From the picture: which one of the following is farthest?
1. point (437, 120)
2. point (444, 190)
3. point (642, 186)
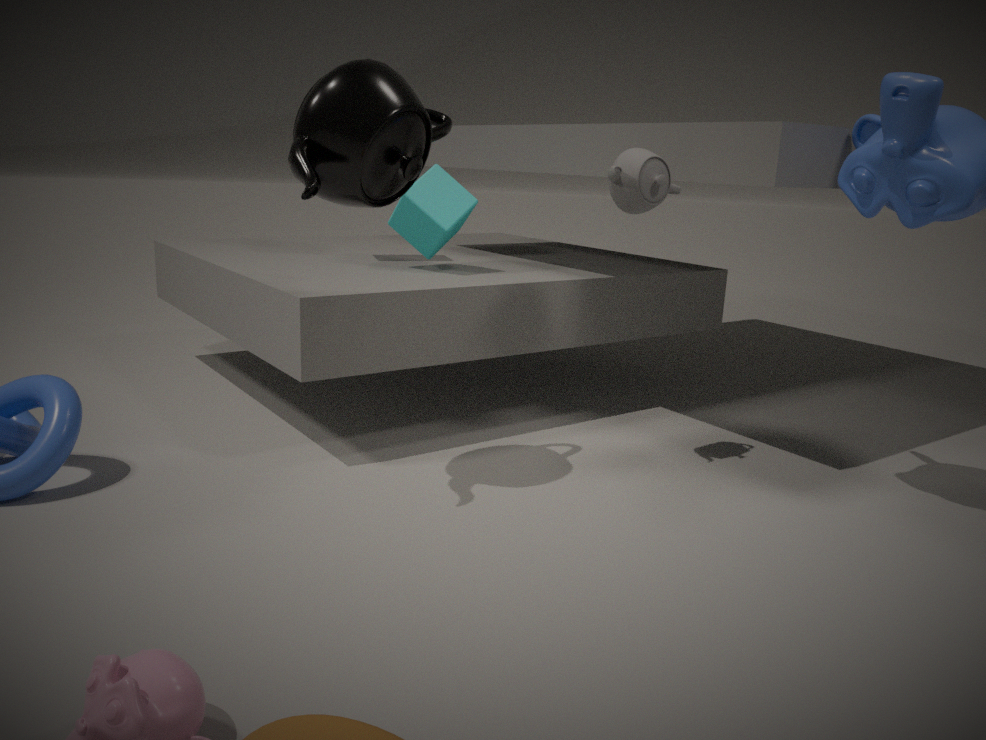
point (444, 190)
